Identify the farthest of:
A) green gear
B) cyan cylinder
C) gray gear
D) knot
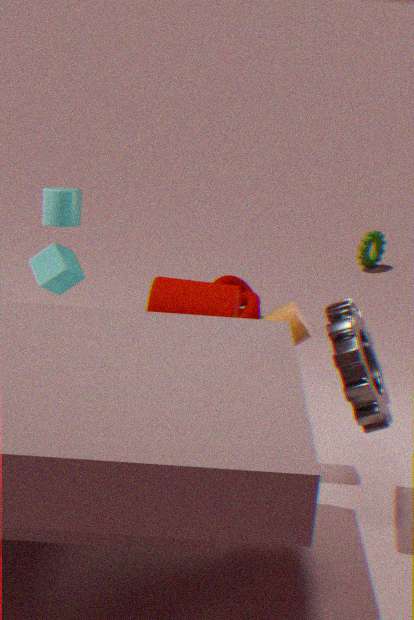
green gear
